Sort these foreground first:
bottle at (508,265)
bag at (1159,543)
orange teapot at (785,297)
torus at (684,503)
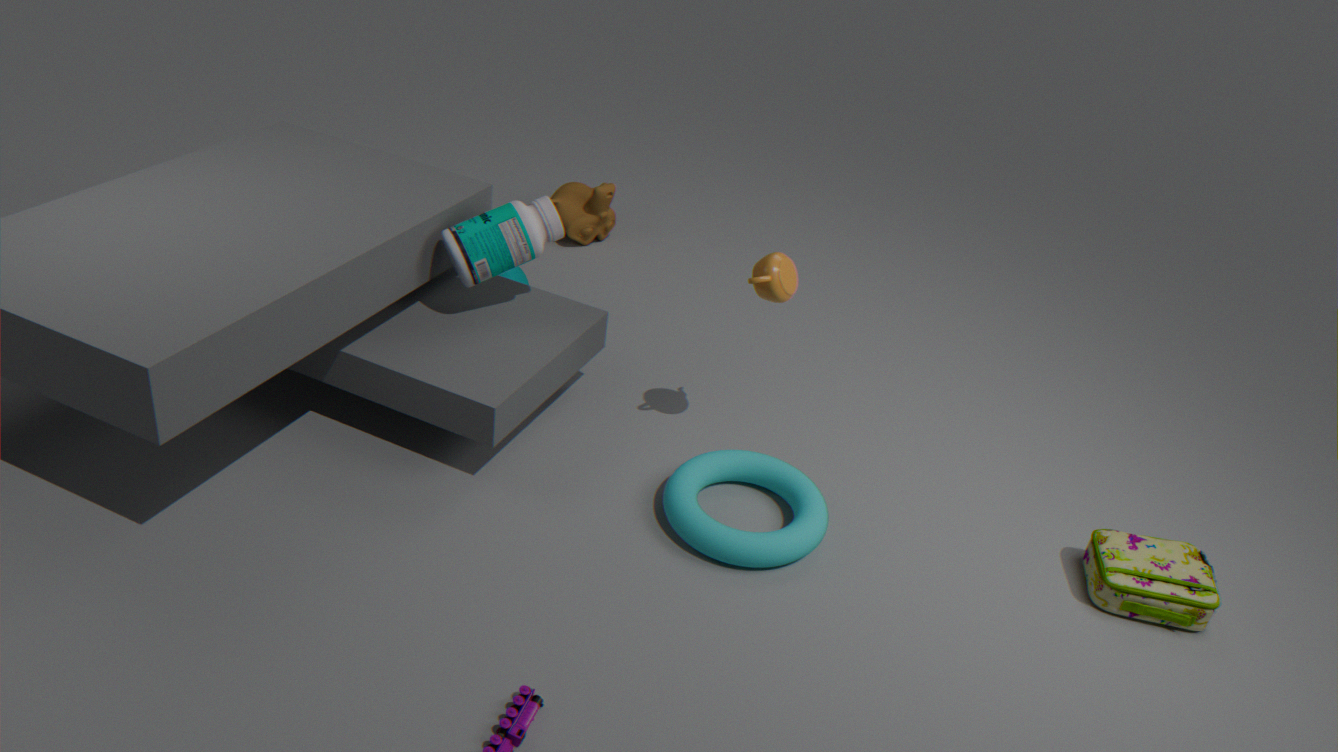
1. bag at (1159,543)
2. torus at (684,503)
3. orange teapot at (785,297)
4. bottle at (508,265)
